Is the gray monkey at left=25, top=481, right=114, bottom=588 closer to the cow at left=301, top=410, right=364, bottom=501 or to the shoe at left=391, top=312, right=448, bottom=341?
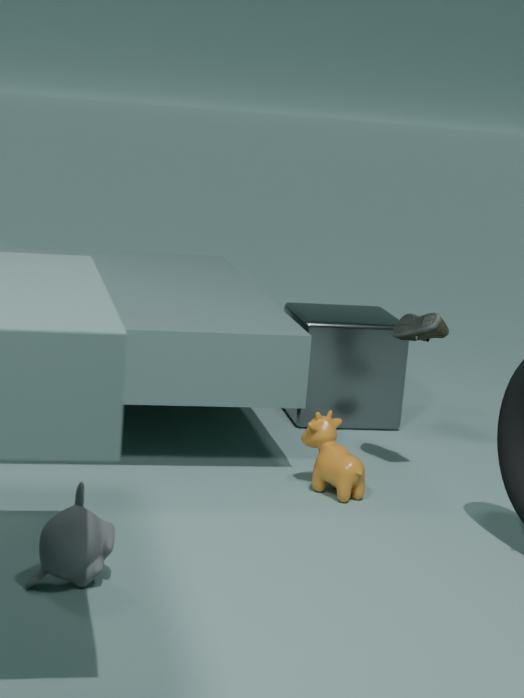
the cow at left=301, top=410, right=364, bottom=501
